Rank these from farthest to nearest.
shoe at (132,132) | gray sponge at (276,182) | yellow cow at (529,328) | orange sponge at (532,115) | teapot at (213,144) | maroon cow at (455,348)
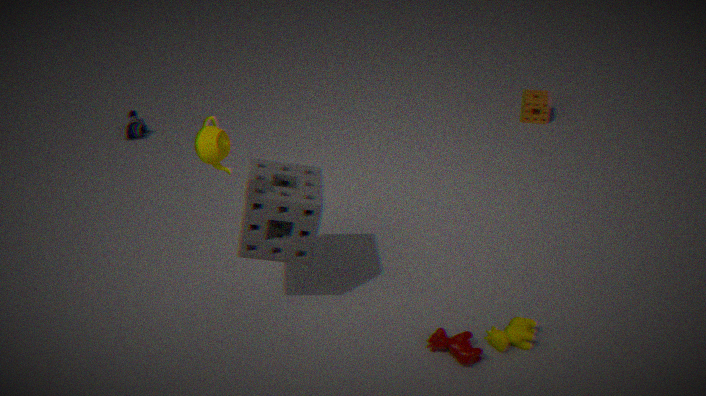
shoe at (132,132) < orange sponge at (532,115) < yellow cow at (529,328) < maroon cow at (455,348) < gray sponge at (276,182) < teapot at (213,144)
